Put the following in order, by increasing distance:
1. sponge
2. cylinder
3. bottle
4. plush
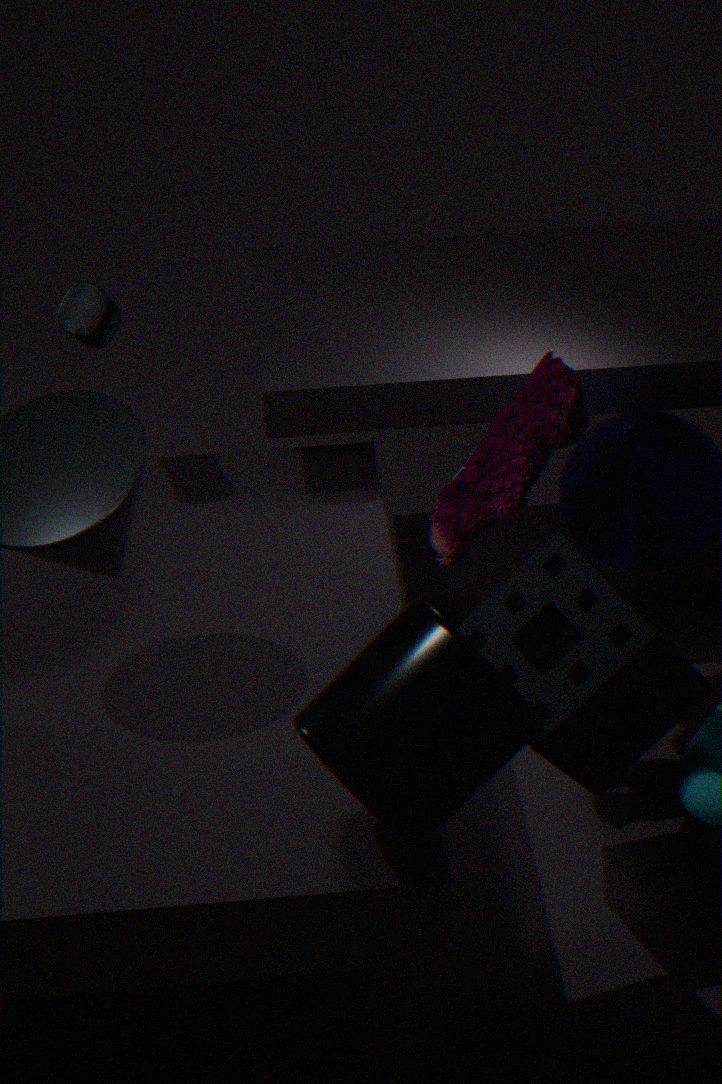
1. cylinder
2. sponge
3. plush
4. bottle
